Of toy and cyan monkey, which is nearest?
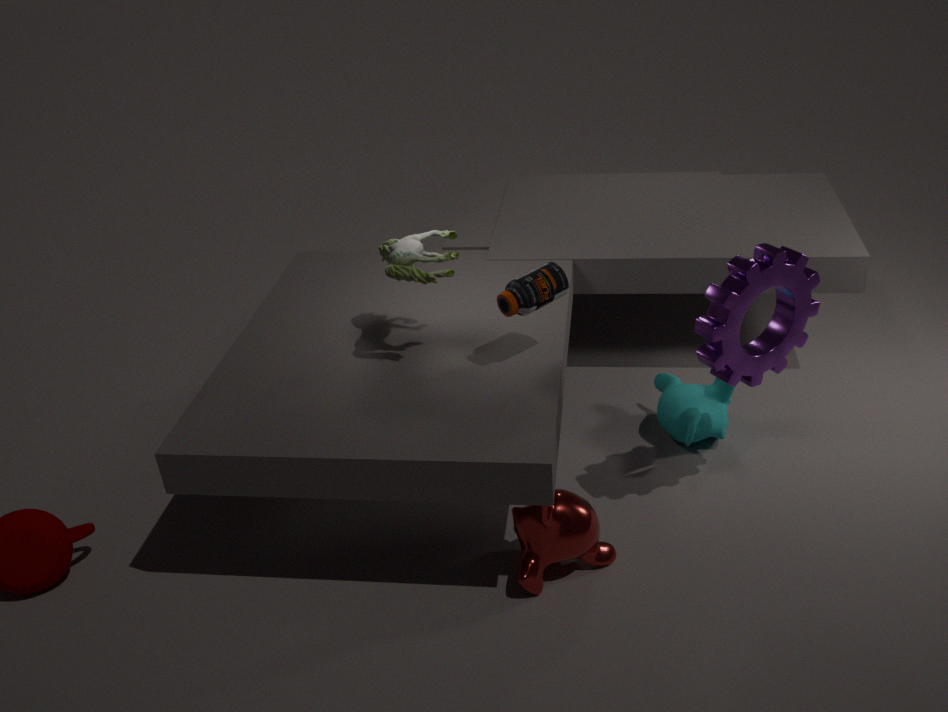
toy
